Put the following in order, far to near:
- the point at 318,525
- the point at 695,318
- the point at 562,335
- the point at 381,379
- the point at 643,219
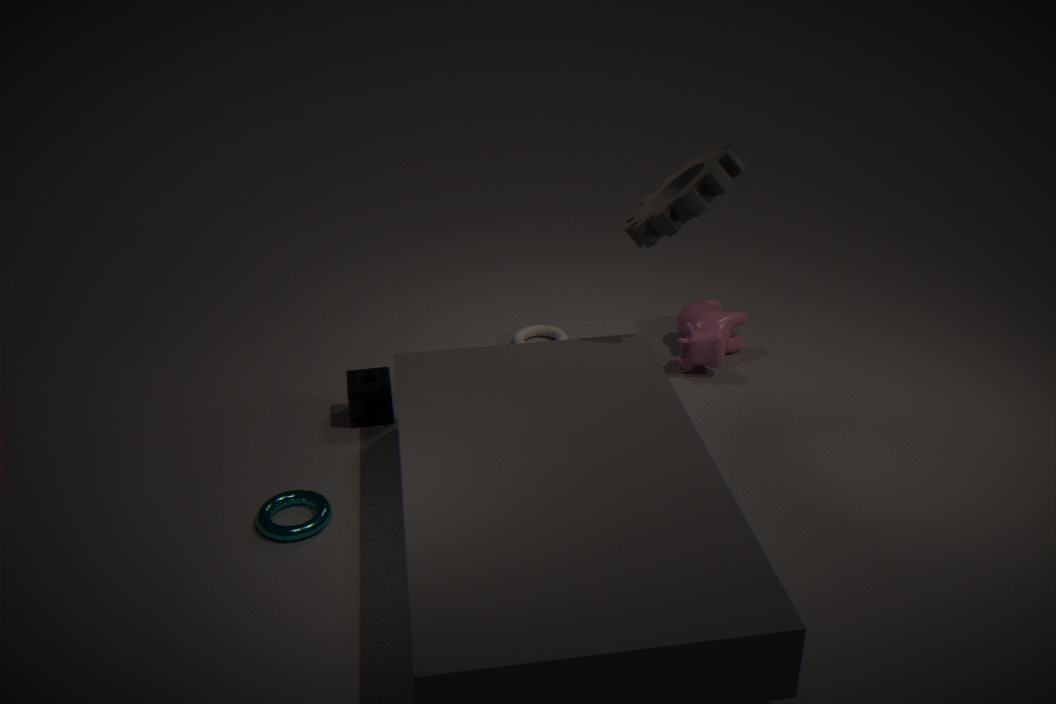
the point at 562,335, the point at 695,318, the point at 381,379, the point at 643,219, the point at 318,525
